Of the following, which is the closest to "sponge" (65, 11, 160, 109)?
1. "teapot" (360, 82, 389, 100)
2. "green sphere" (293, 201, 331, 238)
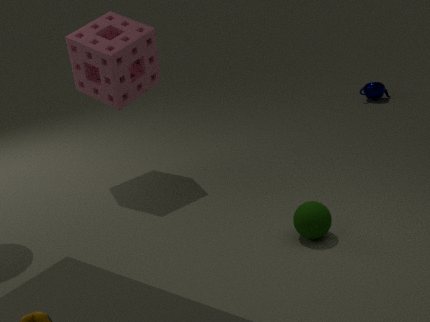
"green sphere" (293, 201, 331, 238)
